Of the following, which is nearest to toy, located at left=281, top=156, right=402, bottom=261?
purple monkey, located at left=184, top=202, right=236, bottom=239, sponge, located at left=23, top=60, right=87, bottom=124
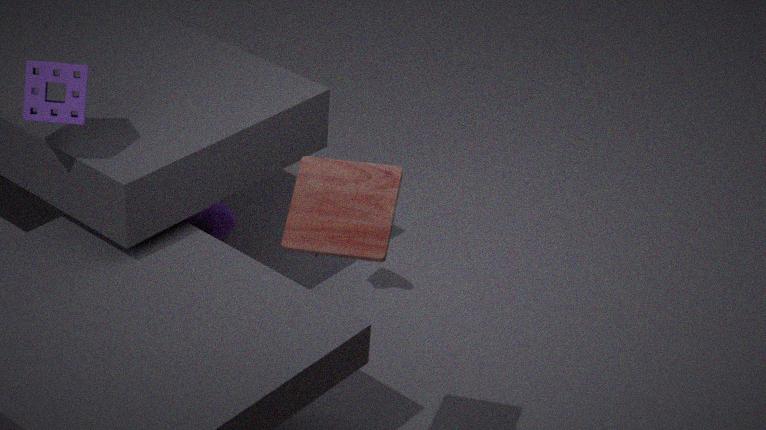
sponge, located at left=23, top=60, right=87, bottom=124
